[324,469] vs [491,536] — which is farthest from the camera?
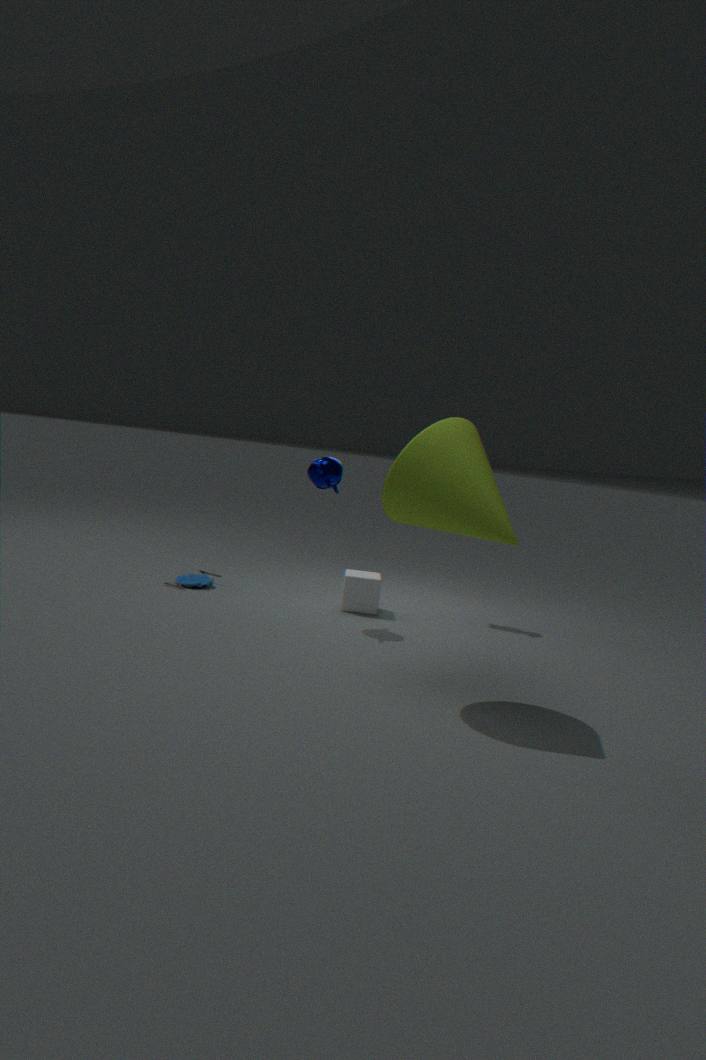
[324,469]
